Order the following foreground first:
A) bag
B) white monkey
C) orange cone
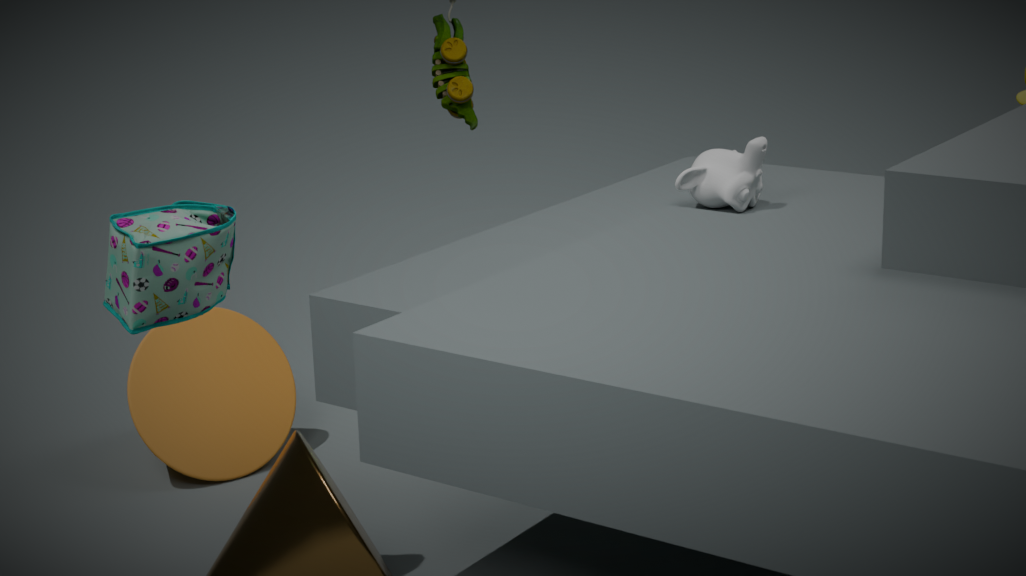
bag < white monkey < orange cone
